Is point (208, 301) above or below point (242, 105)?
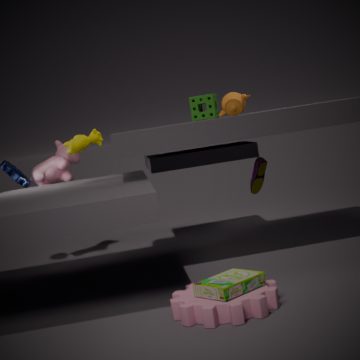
below
